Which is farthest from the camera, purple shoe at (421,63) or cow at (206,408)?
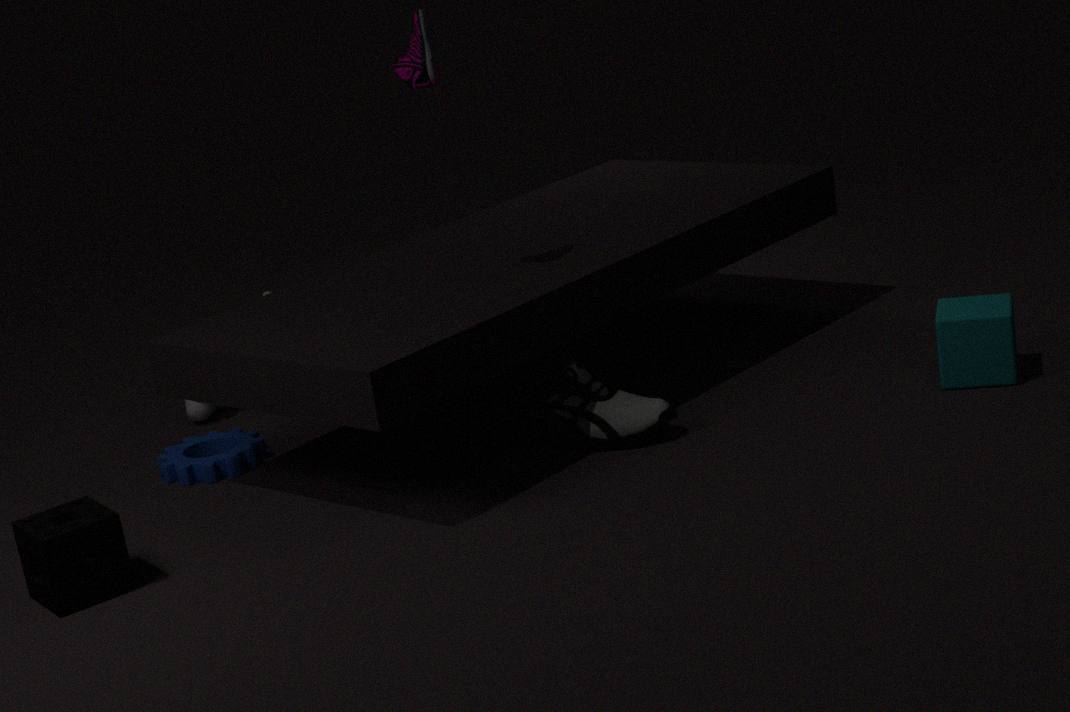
cow at (206,408)
